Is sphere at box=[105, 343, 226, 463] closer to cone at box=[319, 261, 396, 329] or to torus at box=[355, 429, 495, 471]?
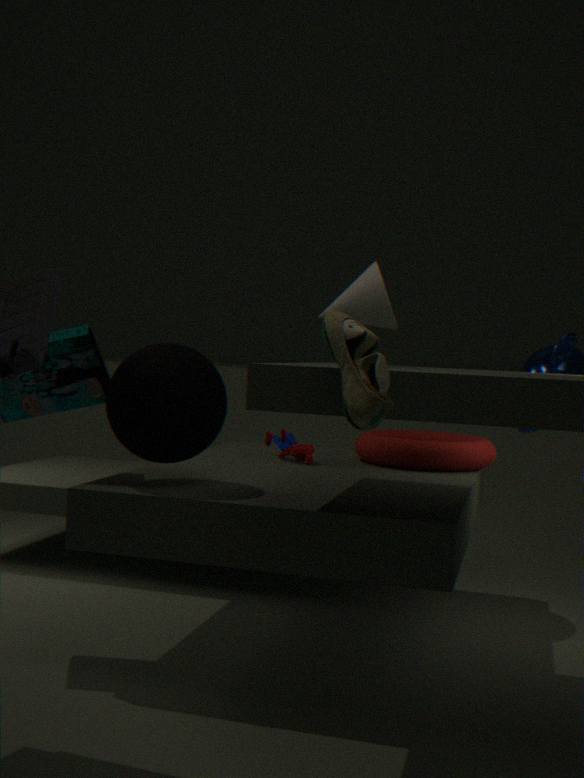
cone at box=[319, 261, 396, 329]
